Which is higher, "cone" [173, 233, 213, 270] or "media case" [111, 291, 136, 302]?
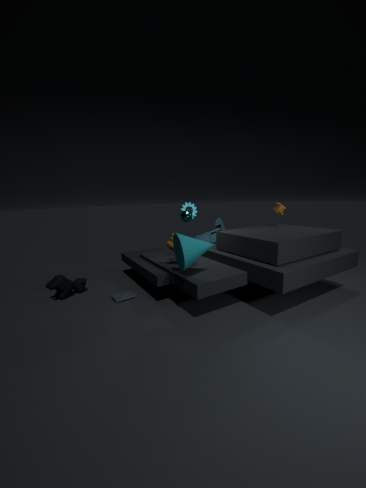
"cone" [173, 233, 213, 270]
